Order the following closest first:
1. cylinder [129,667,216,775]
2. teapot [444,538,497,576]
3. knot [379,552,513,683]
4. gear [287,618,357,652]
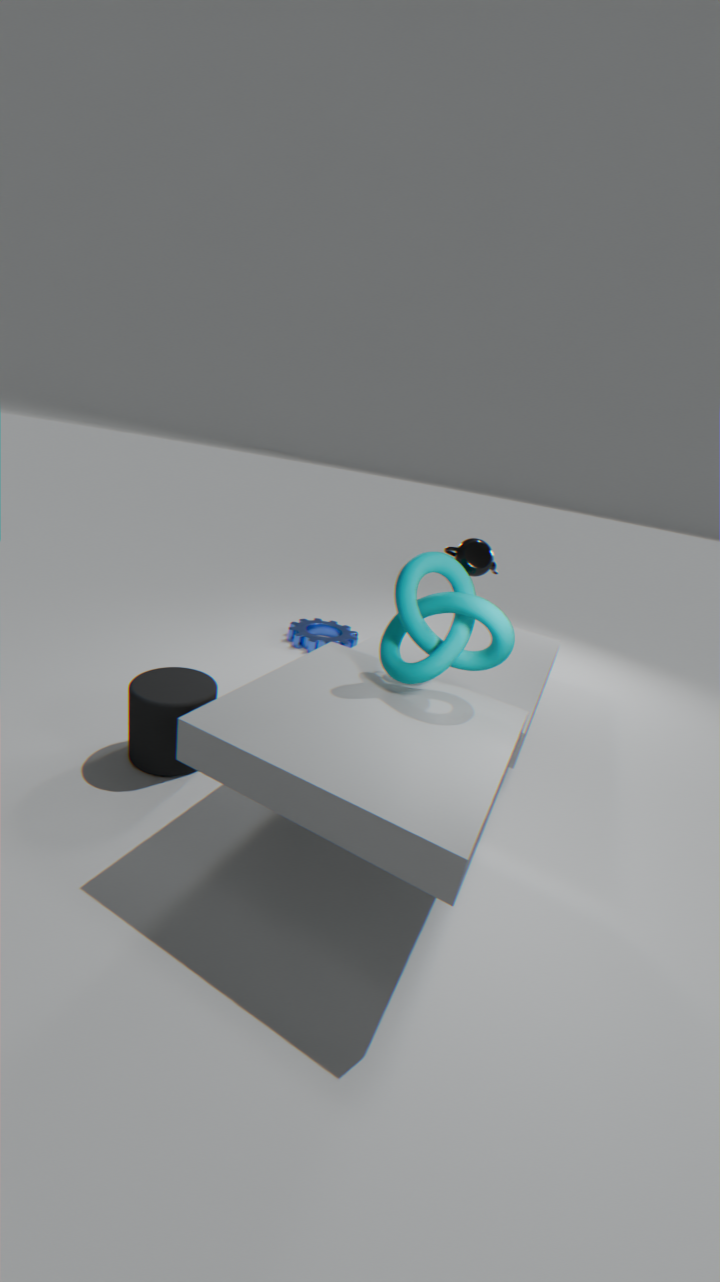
knot [379,552,513,683]
cylinder [129,667,216,775]
teapot [444,538,497,576]
gear [287,618,357,652]
